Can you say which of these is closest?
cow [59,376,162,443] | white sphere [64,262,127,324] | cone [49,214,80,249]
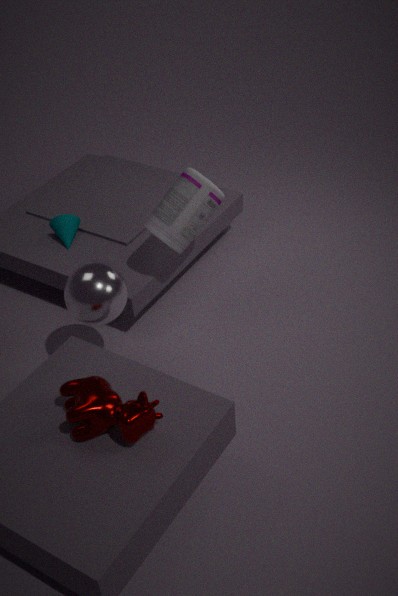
cow [59,376,162,443]
